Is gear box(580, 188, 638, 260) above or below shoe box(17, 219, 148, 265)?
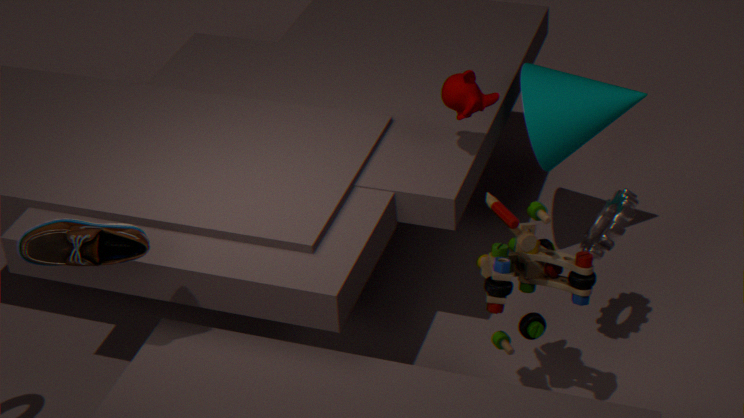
below
